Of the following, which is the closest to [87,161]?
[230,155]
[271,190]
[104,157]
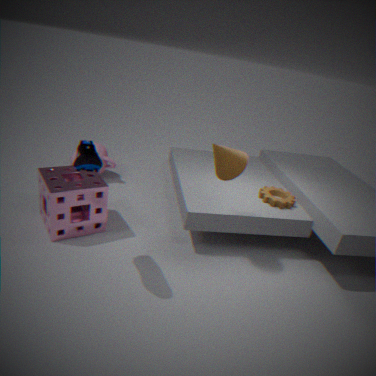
[230,155]
